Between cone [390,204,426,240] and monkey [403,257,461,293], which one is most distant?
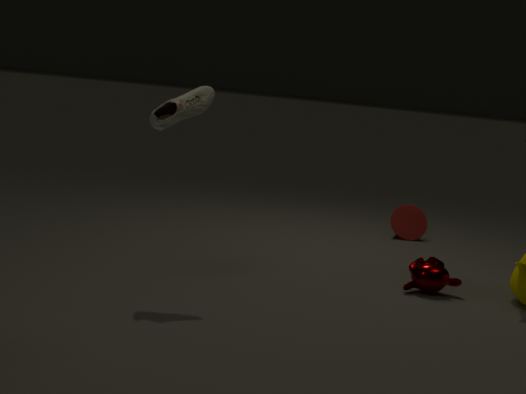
cone [390,204,426,240]
